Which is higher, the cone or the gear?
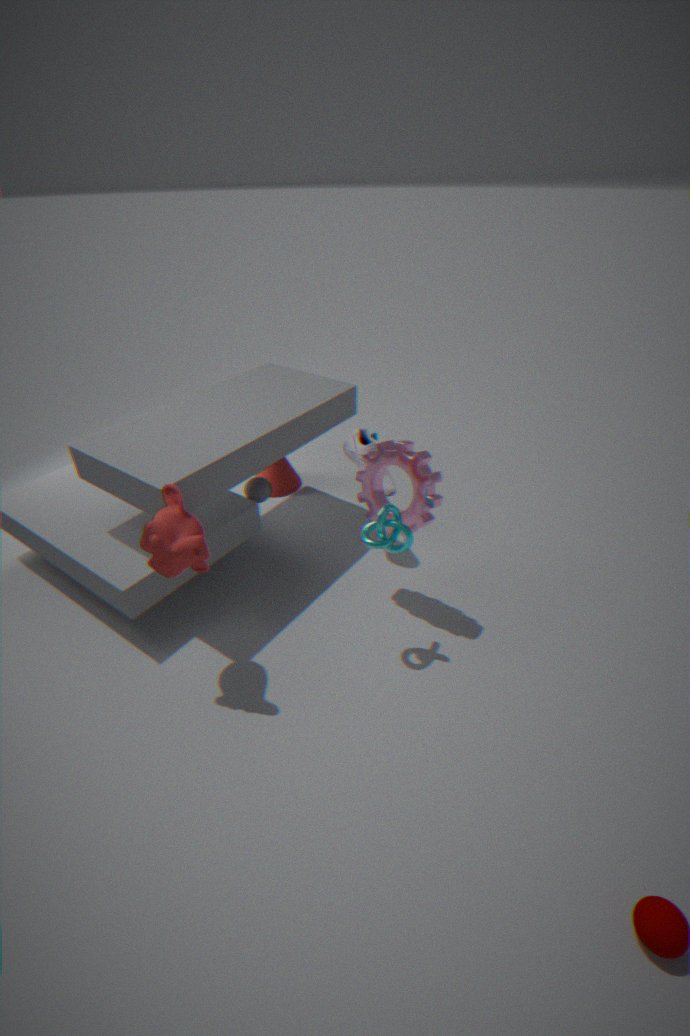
the gear
